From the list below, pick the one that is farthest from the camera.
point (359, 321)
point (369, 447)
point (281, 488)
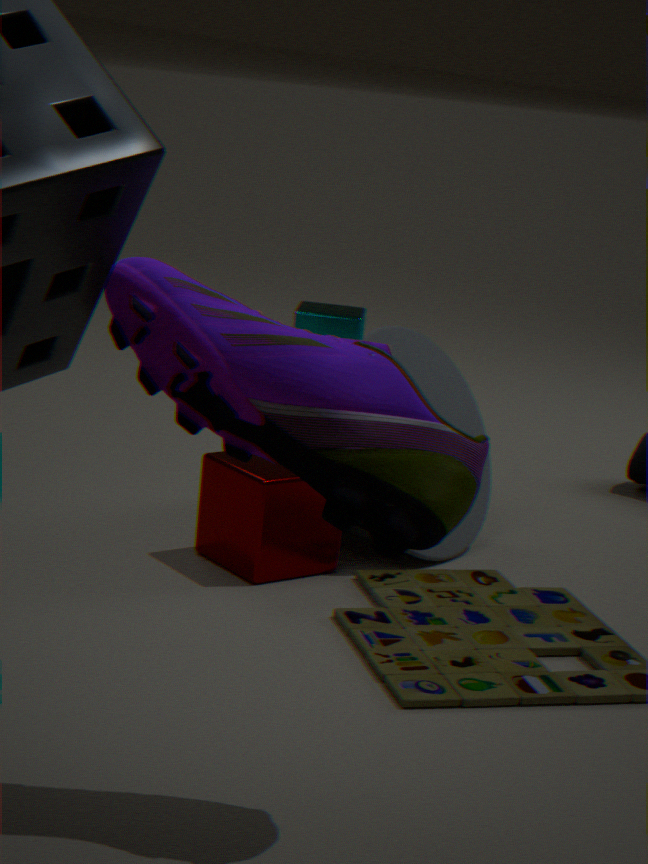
point (359, 321)
